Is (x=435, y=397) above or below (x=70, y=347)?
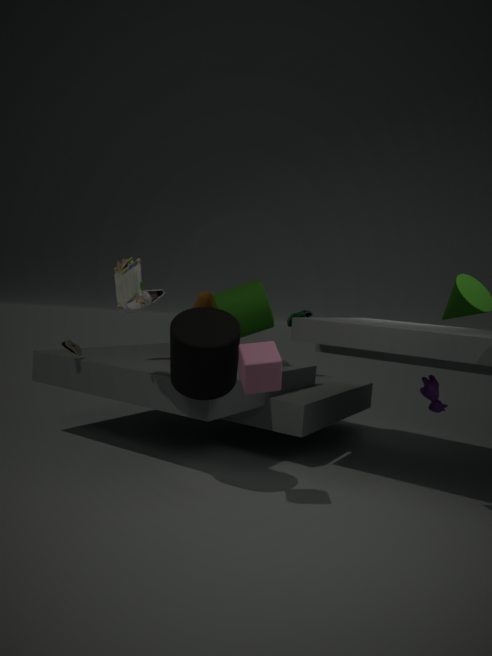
below
